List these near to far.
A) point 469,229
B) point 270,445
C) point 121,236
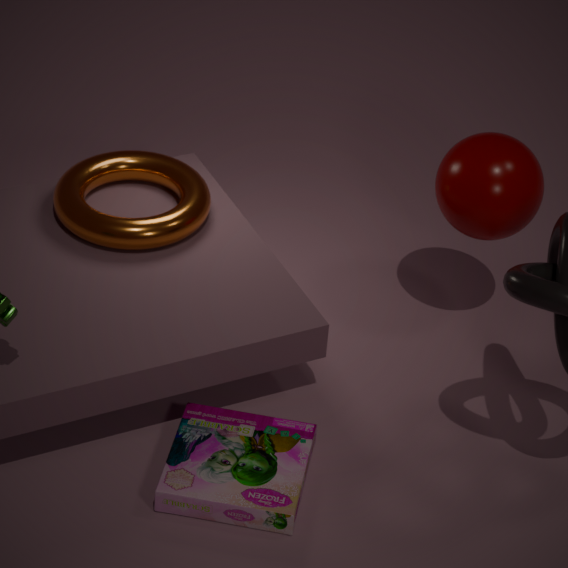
point 270,445 → point 469,229 → point 121,236
